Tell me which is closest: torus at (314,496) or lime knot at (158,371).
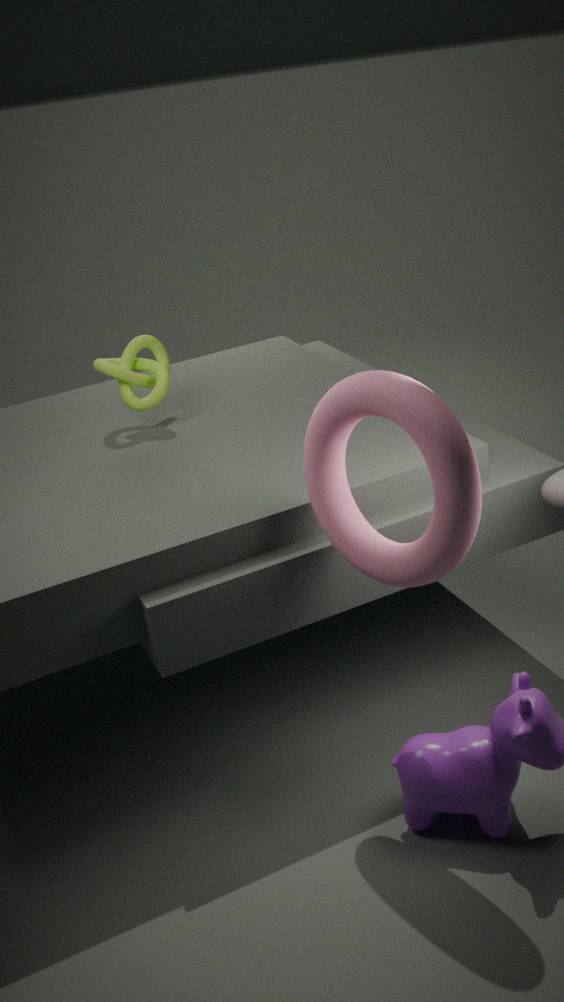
torus at (314,496)
